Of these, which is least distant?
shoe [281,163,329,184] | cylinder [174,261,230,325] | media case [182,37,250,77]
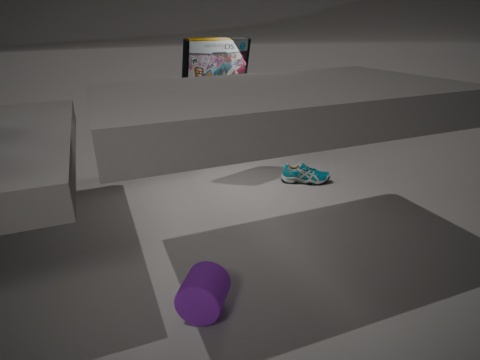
cylinder [174,261,230,325]
